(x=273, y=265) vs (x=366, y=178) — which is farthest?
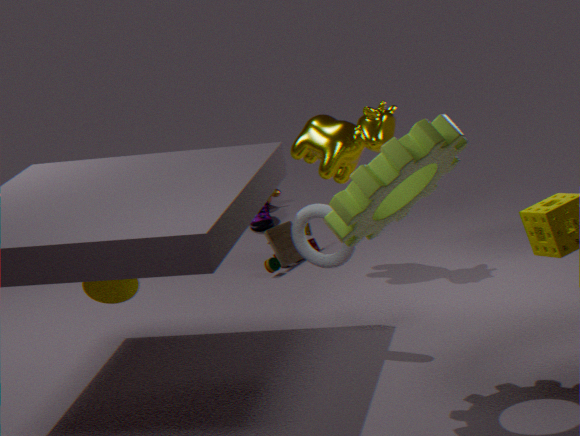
(x=273, y=265)
